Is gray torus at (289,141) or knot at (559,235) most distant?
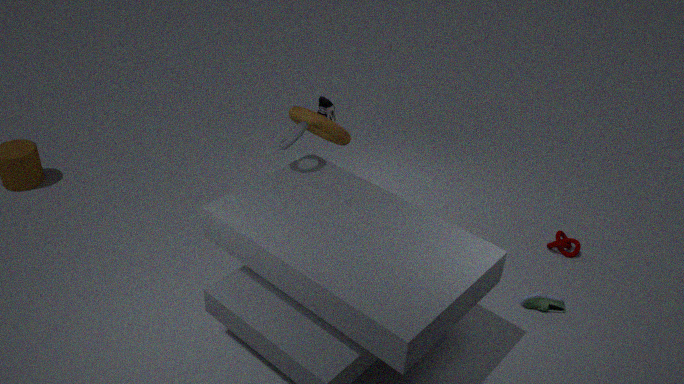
knot at (559,235)
